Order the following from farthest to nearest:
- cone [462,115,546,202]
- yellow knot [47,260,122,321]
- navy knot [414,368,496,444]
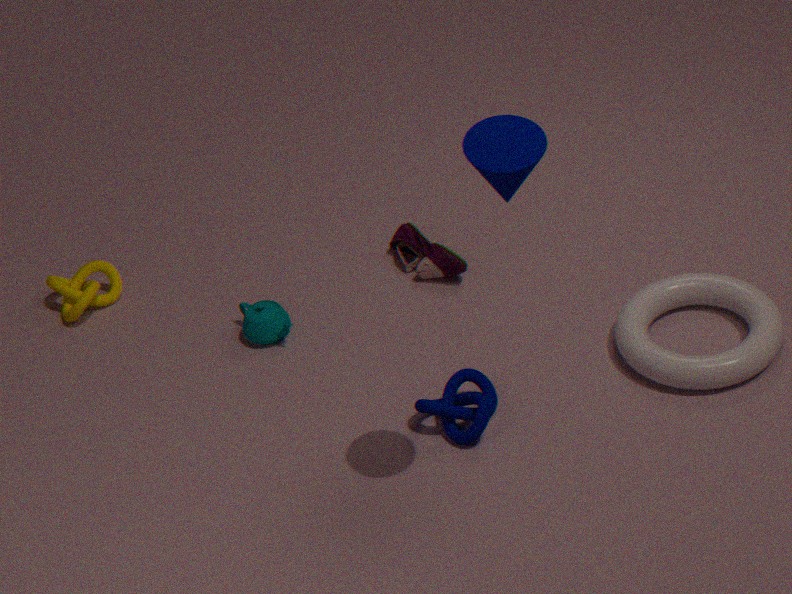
yellow knot [47,260,122,321] → navy knot [414,368,496,444] → cone [462,115,546,202]
